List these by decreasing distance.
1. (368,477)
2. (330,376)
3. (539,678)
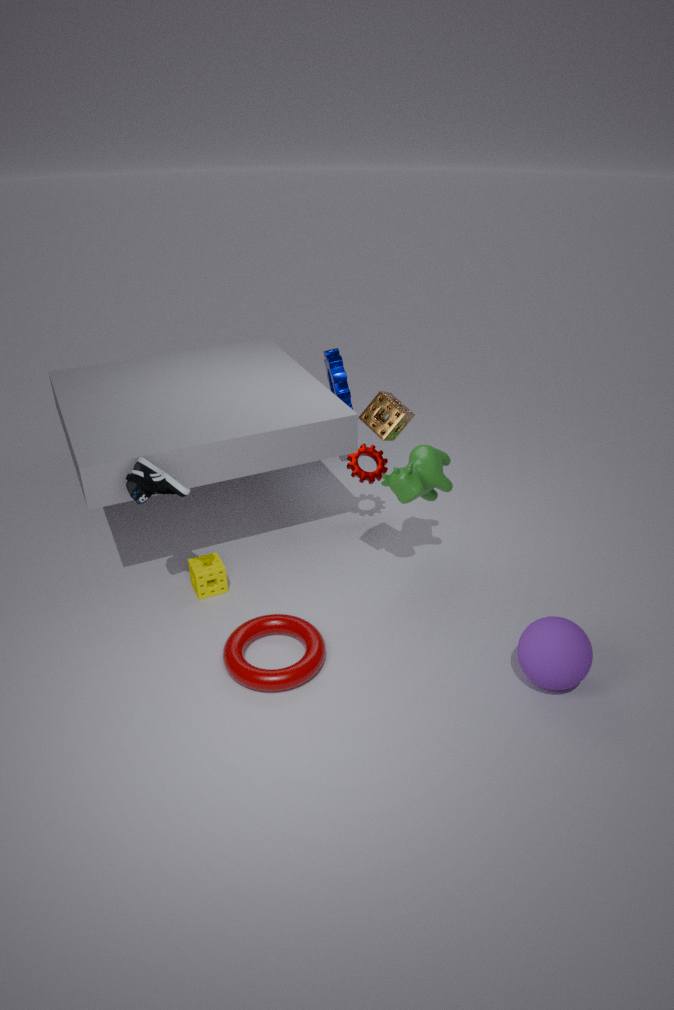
(330,376), (368,477), (539,678)
